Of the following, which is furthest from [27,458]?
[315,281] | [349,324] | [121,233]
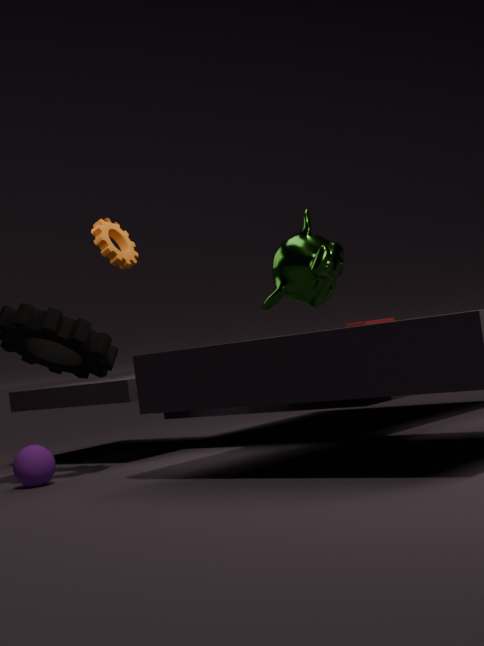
[349,324]
